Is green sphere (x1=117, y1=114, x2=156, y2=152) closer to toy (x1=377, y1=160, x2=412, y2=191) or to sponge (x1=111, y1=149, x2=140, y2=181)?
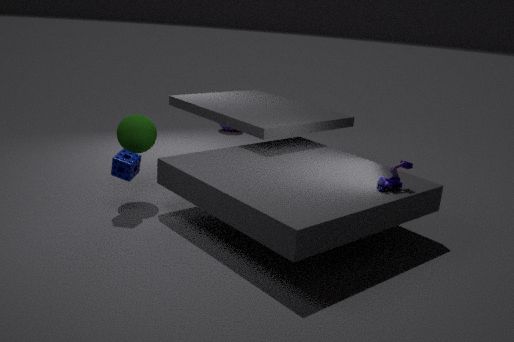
sponge (x1=111, y1=149, x2=140, y2=181)
